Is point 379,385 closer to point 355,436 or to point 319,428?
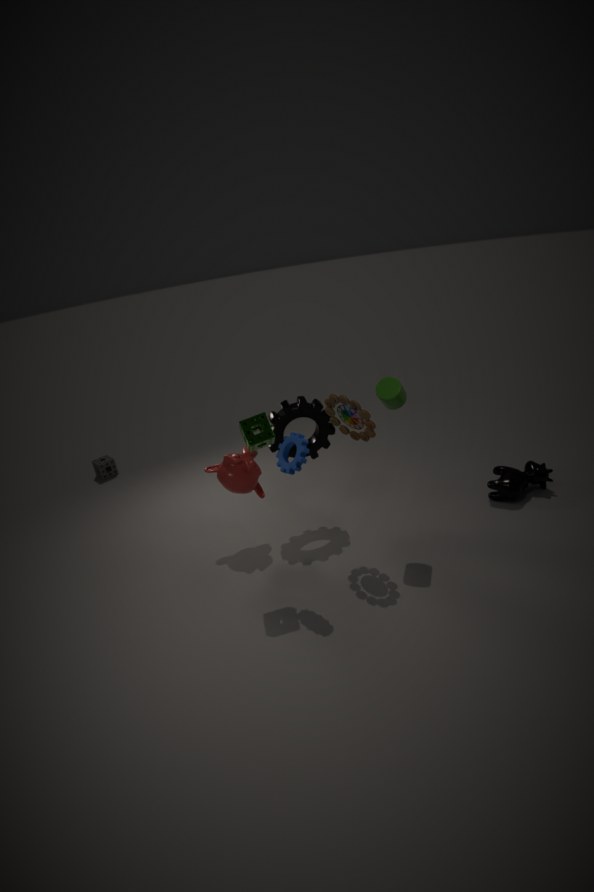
point 355,436
